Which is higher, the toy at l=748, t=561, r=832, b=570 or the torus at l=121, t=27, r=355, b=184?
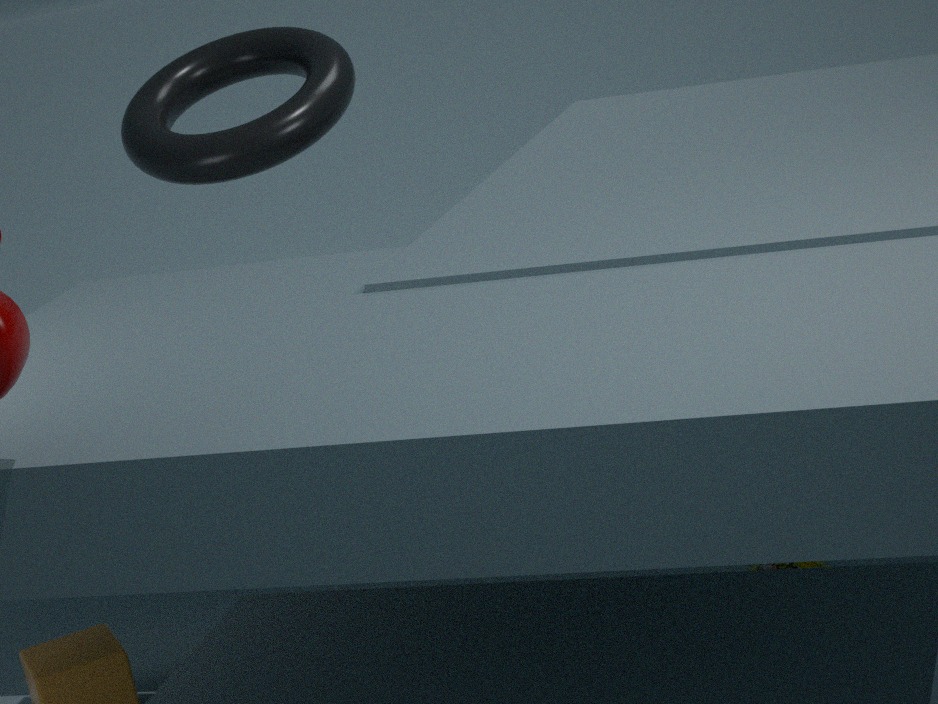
the torus at l=121, t=27, r=355, b=184
